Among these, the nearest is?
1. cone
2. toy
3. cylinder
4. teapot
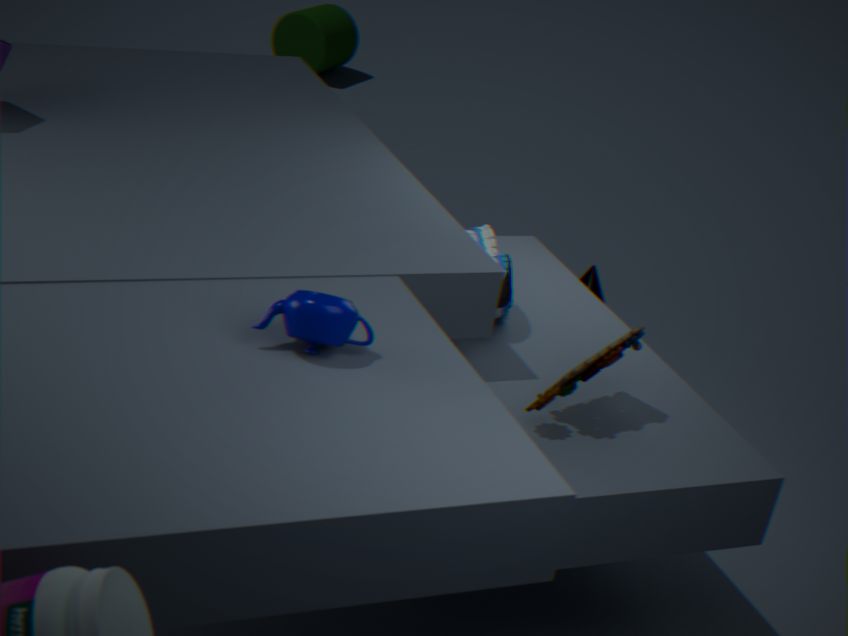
teapot
